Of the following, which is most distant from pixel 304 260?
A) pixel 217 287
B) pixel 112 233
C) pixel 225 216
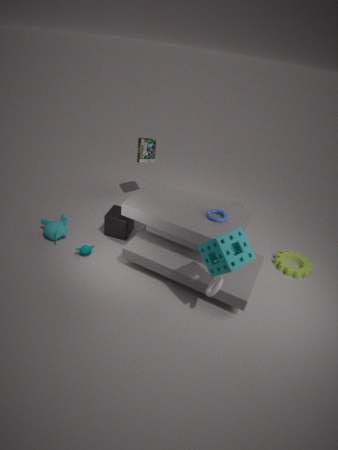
pixel 112 233
